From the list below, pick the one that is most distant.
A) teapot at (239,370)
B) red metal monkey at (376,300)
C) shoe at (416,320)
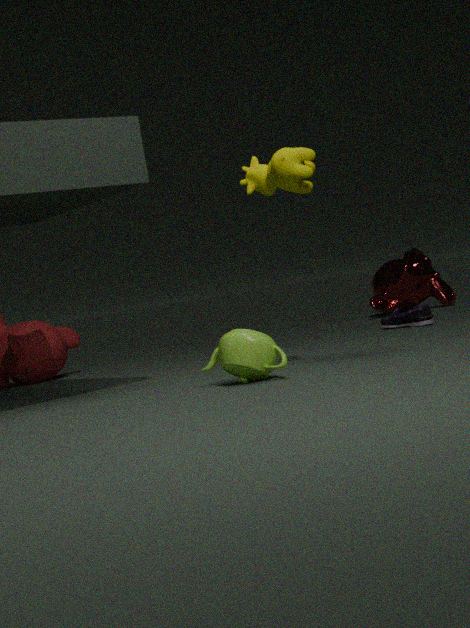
red metal monkey at (376,300)
